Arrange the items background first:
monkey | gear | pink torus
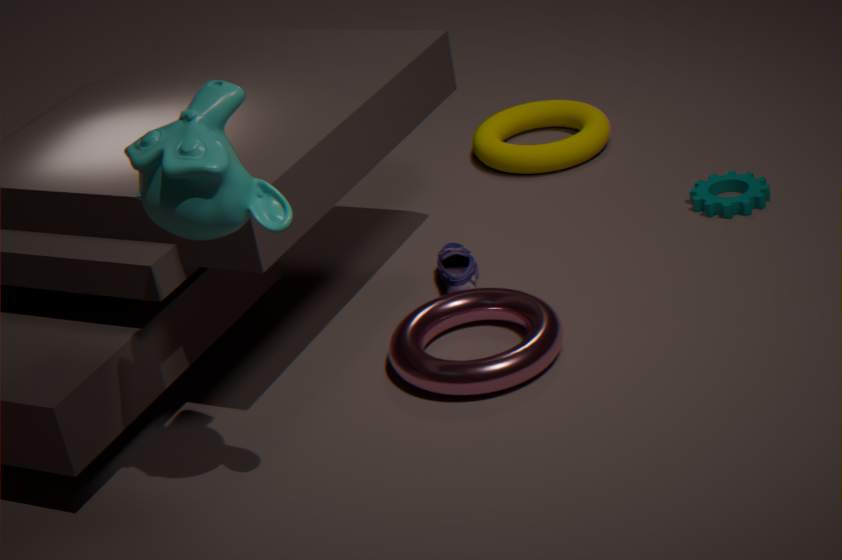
gear, pink torus, monkey
